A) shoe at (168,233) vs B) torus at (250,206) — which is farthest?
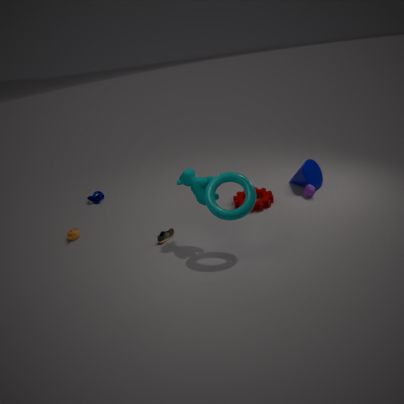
A. shoe at (168,233)
